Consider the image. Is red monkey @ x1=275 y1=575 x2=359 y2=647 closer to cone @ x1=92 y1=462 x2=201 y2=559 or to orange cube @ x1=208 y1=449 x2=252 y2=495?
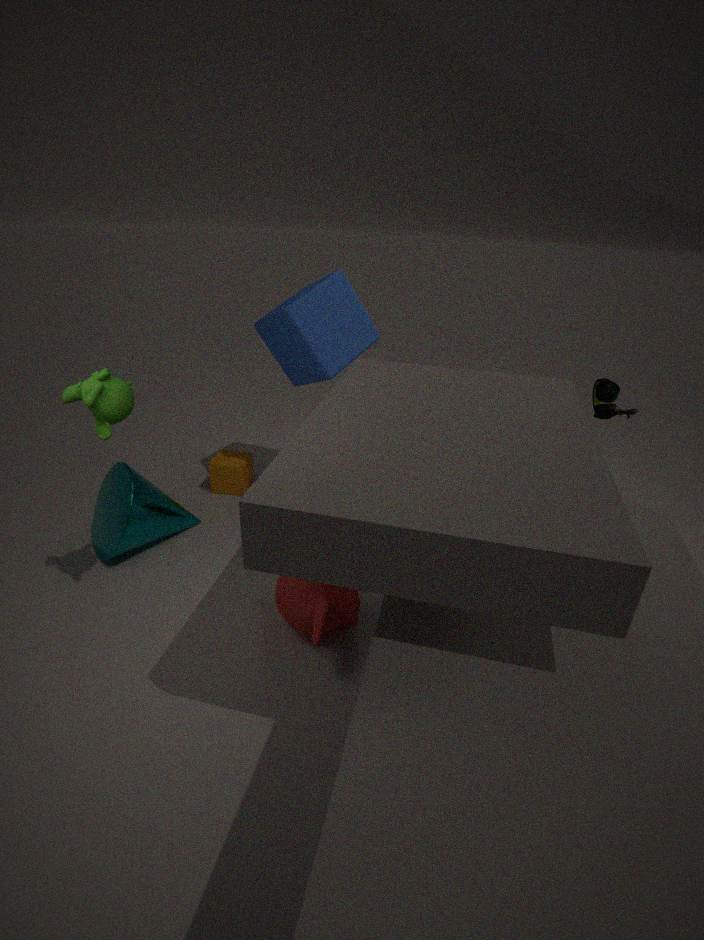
cone @ x1=92 y1=462 x2=201 y2=559
